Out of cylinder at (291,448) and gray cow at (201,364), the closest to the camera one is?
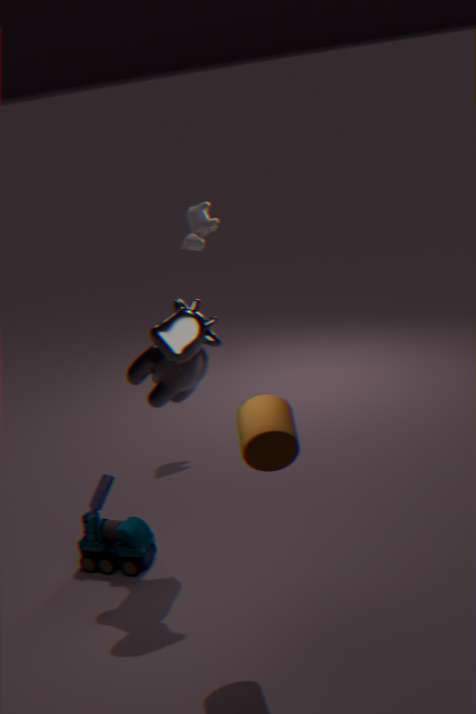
cylinder at (291,448)
